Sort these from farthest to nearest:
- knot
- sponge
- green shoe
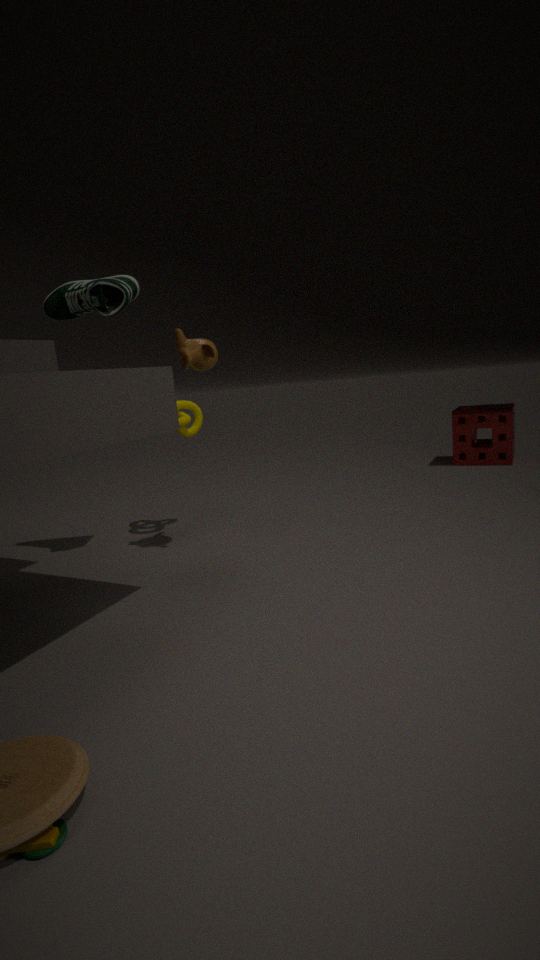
1. sponge
2. knot
3. green shoe
